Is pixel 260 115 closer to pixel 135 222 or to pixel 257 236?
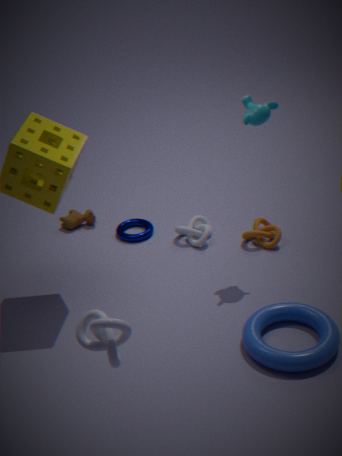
pixel 257 236
